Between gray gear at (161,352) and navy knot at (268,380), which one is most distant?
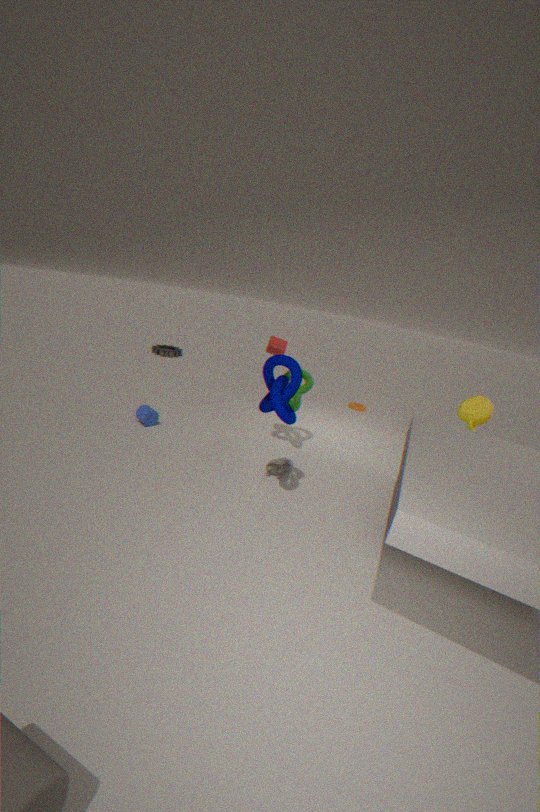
gray gear at (161,352)
